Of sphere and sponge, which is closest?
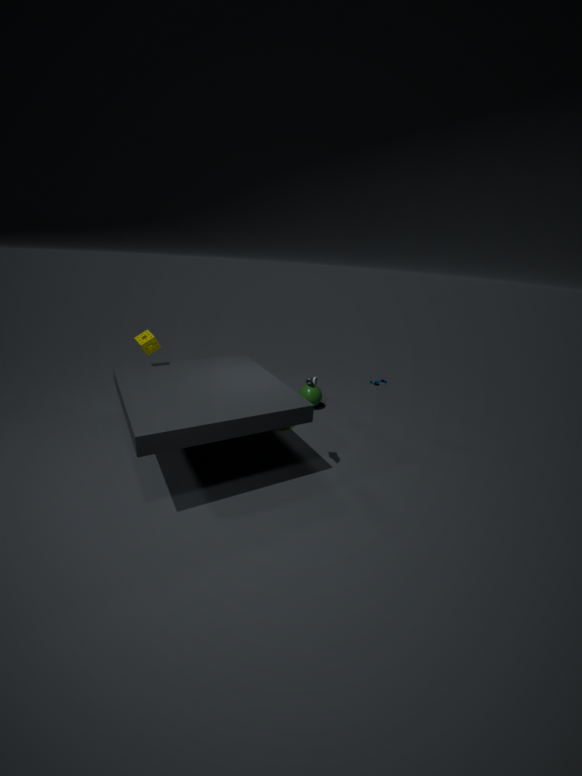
sponge
